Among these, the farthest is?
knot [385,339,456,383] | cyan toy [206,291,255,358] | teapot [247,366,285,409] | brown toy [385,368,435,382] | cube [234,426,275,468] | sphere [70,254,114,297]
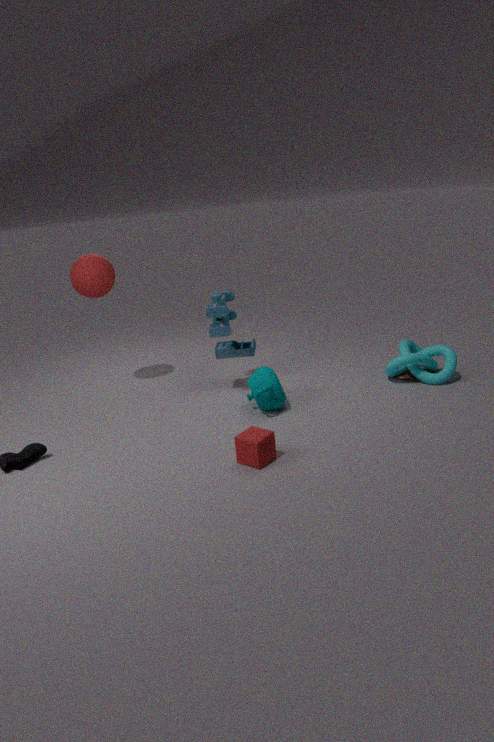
sphere [70,254,114,297]
